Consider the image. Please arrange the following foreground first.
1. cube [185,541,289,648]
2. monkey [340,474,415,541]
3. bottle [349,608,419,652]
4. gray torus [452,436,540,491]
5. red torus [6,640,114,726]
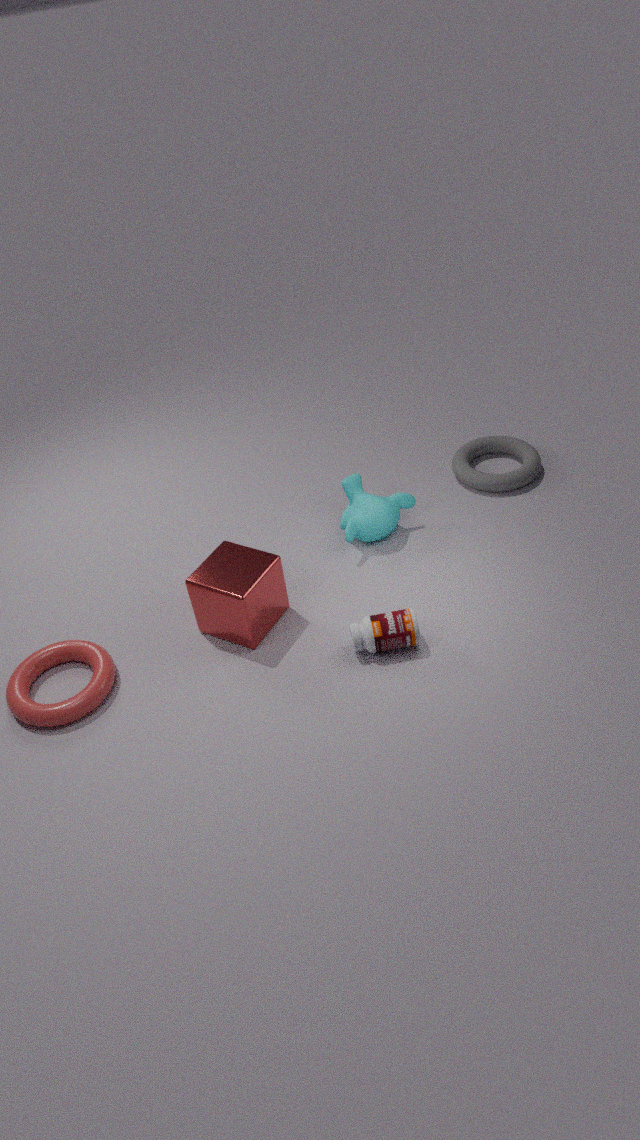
red torus [6,640,114,726] < bottle [349,608,419,652] < cube [185,541,289,648] < monkey [340,474,415,541] < gray torus [452,436,540,491]
